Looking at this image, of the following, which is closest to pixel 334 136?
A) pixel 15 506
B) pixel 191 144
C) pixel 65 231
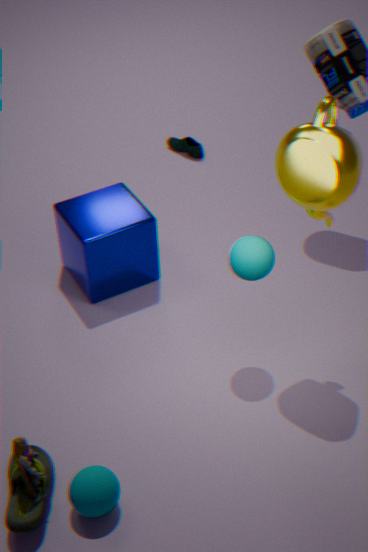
pixel 65 231
